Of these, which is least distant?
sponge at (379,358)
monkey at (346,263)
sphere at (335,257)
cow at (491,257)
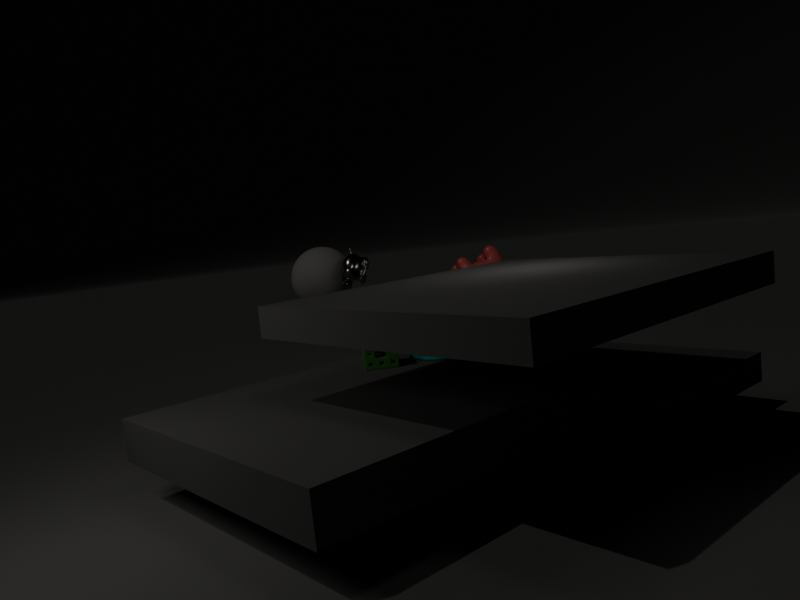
sponge at (379,358)
